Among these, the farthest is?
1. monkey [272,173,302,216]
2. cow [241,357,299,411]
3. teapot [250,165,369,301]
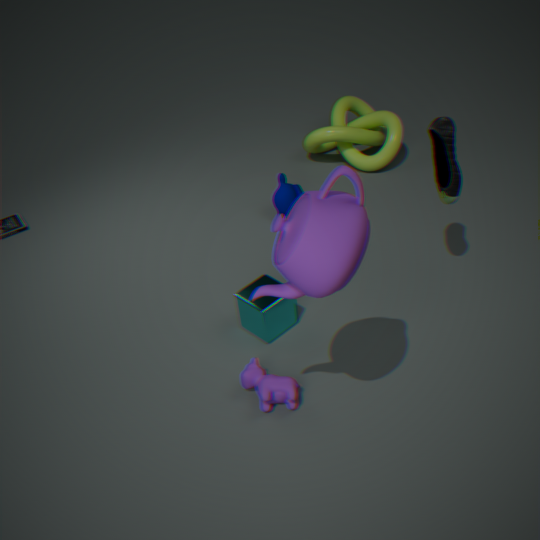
monkey [272,173,302,216]
